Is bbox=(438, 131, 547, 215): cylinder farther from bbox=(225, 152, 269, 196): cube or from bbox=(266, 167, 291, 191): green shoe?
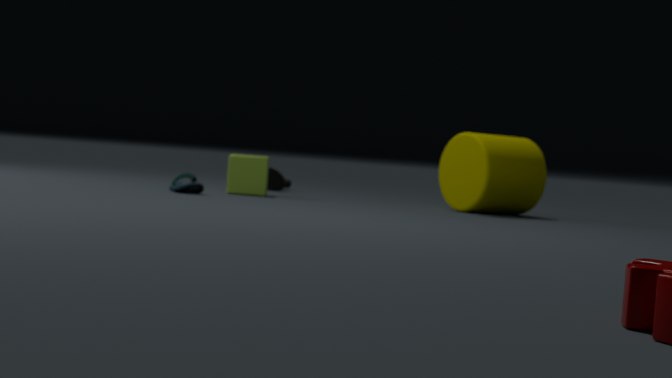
bbox=(266, 167, 291, 191): green shoe
